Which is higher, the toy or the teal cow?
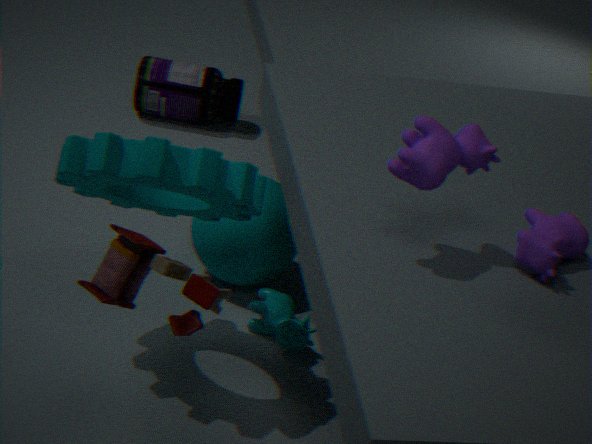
the toy
